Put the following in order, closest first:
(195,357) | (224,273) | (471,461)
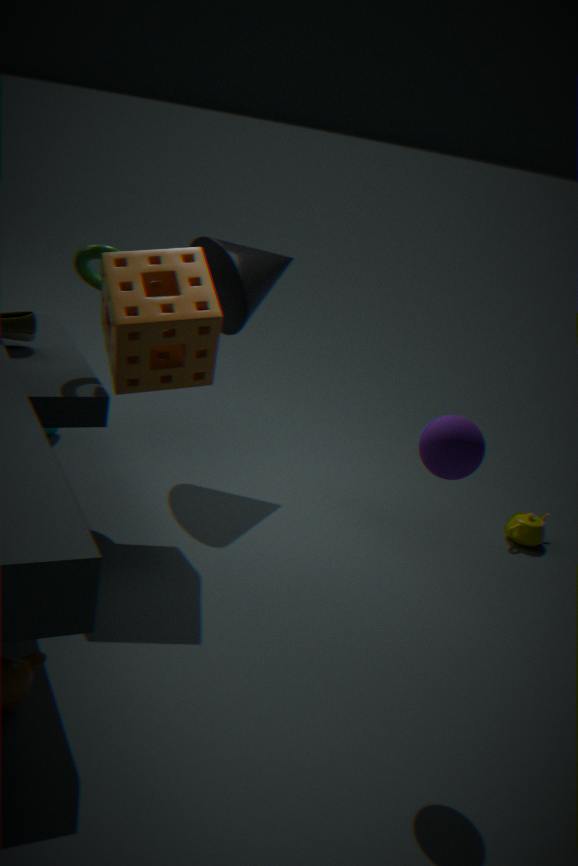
(471,461) < (195,357) < (224,273)
